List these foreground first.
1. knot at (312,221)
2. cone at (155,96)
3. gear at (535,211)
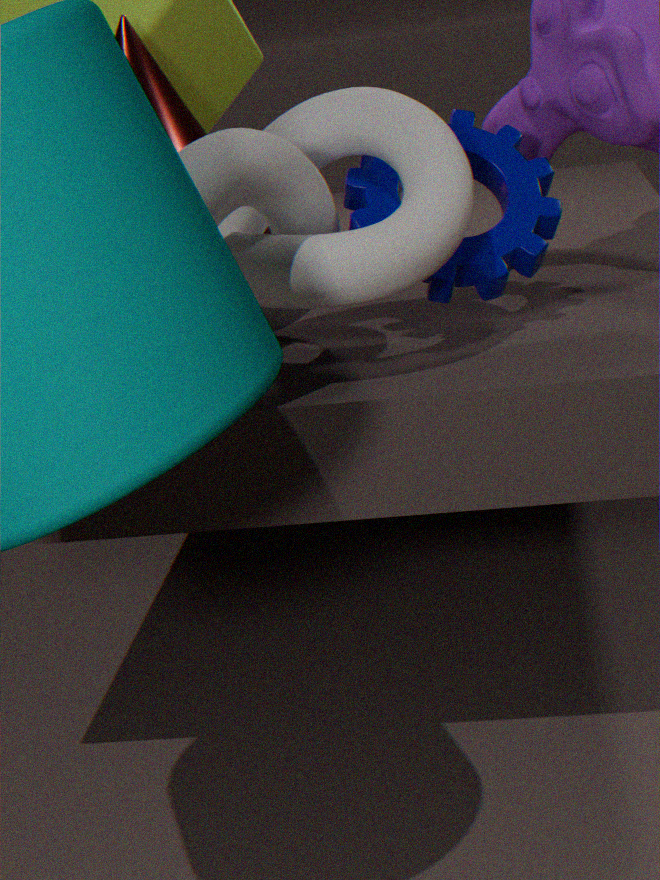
knot at (312,221) < gear at (535,211) < cone at (155,96)
